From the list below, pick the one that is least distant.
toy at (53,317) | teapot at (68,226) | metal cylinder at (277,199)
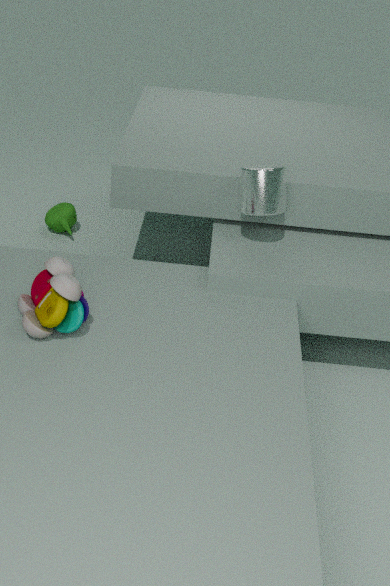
toy at (53,317)
